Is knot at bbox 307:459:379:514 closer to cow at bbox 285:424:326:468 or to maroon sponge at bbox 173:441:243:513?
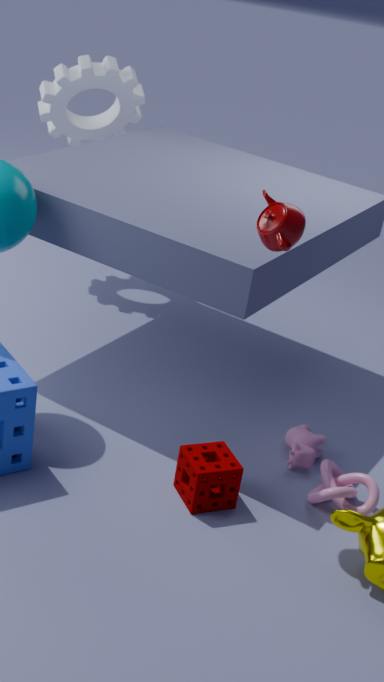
cow at bbox 285:424:326:468
